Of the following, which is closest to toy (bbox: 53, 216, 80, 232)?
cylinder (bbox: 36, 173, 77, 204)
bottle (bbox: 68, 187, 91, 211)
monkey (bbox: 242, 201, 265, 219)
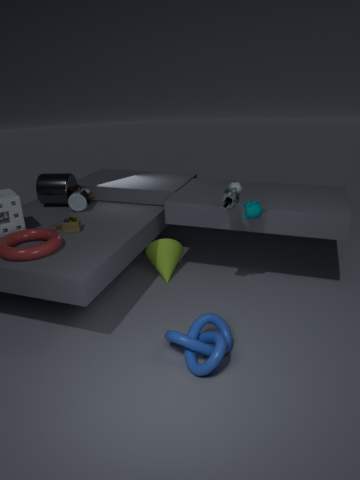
bottle (bbox: 68, 187, 91, 211)
